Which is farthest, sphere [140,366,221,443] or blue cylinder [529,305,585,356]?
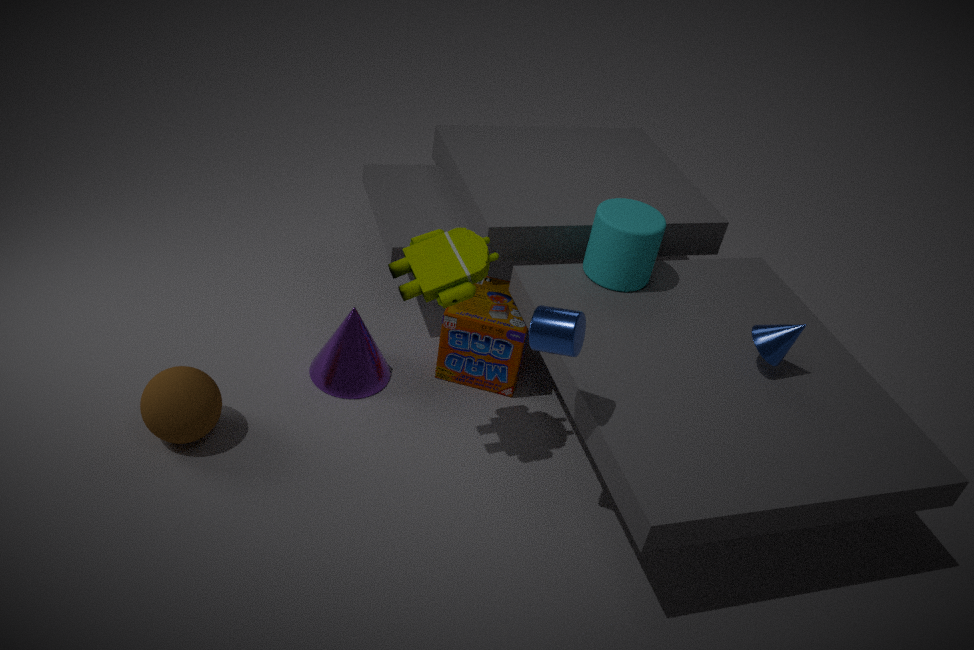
sphere [140,366,221,443]
